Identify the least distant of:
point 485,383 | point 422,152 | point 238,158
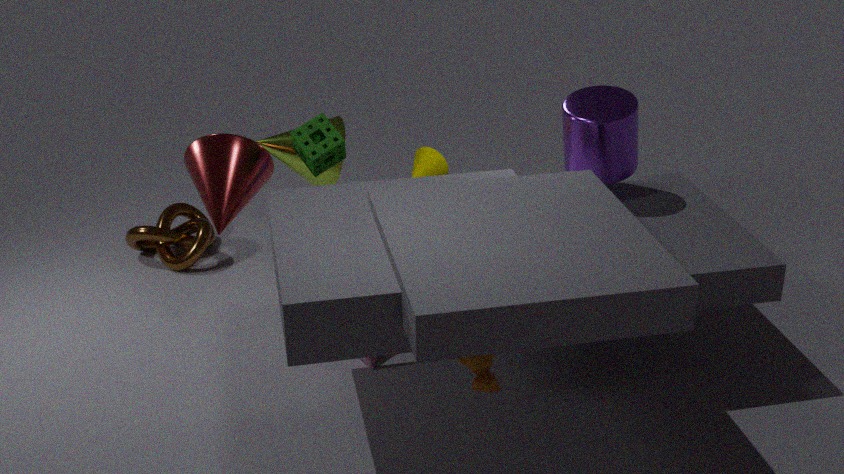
point 485,383
